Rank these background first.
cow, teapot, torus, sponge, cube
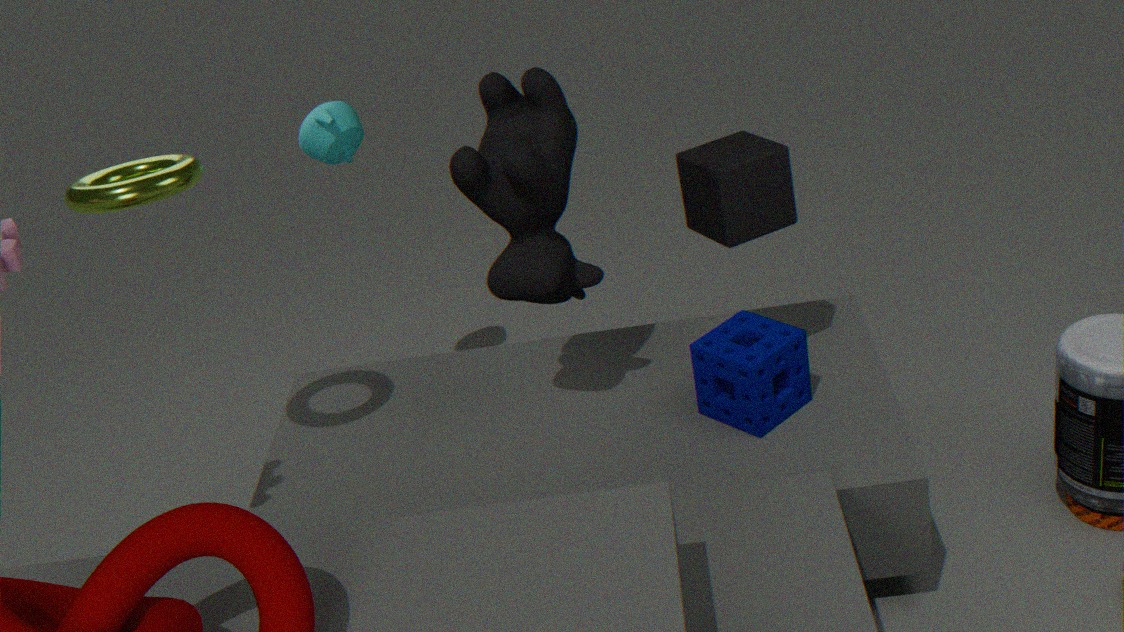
teapot < sponge < cube < cow < torus
